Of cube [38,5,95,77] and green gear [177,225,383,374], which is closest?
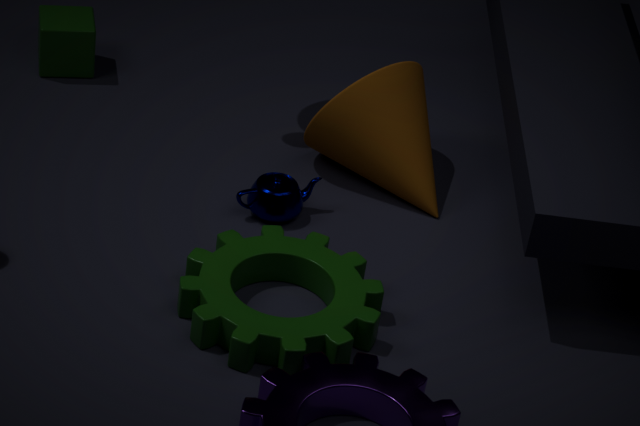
green gear [177,225,383,374]
